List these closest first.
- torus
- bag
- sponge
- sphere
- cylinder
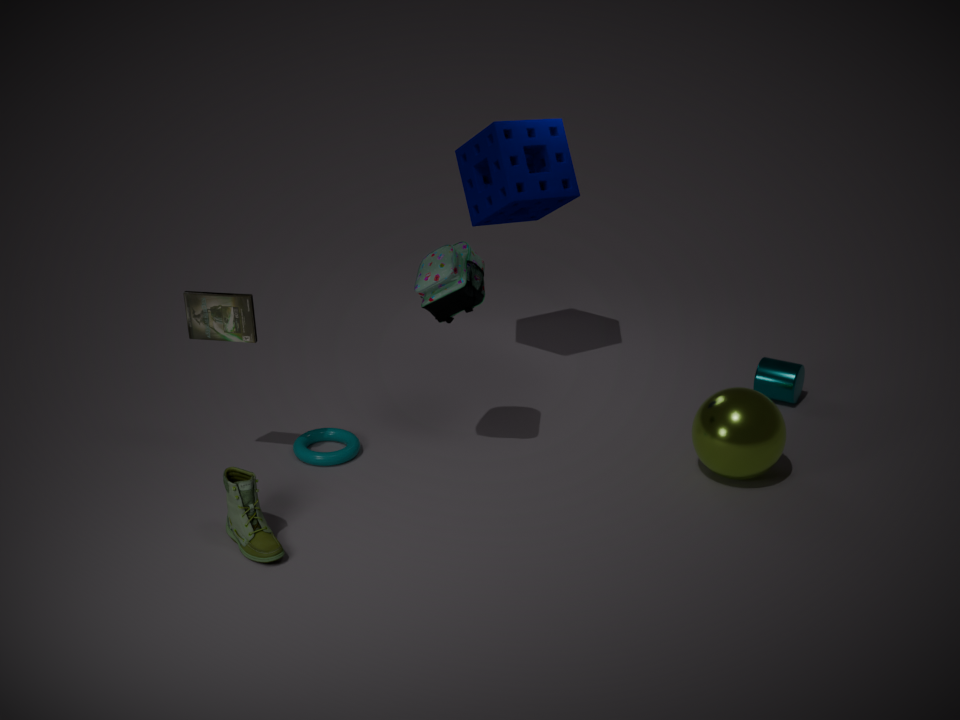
bag
sphere
torus
sponge
cylinder
